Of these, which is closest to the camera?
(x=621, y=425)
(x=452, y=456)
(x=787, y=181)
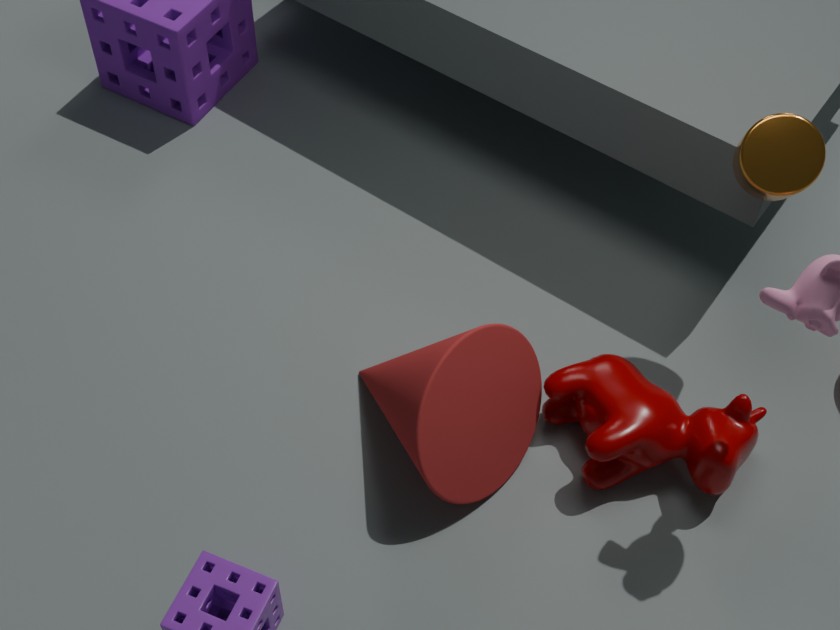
(x=787, y=181)
